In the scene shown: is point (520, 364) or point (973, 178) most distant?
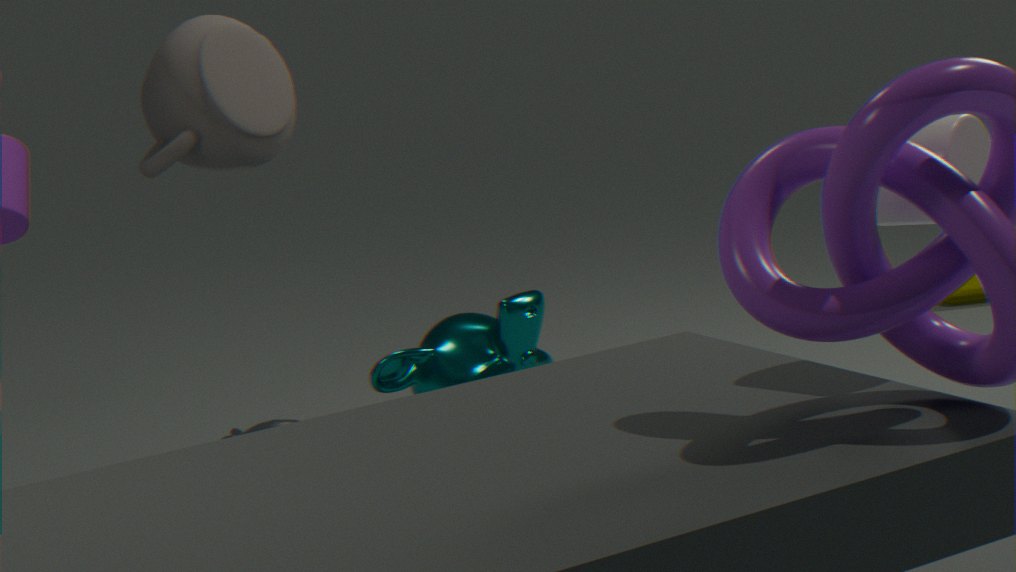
point (520, 364)
